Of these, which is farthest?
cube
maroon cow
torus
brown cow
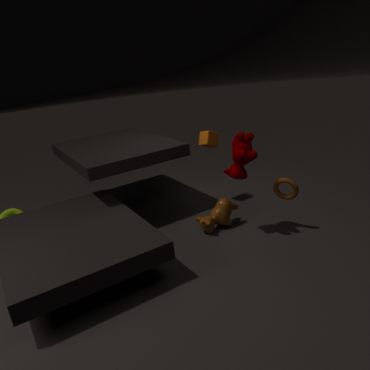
cube
